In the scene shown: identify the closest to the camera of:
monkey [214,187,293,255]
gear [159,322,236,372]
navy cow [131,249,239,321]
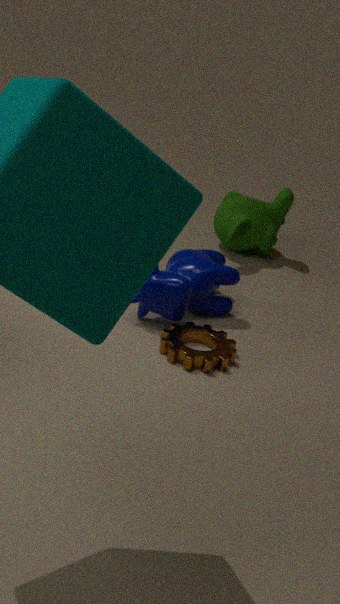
gear [159,322,236,372]
